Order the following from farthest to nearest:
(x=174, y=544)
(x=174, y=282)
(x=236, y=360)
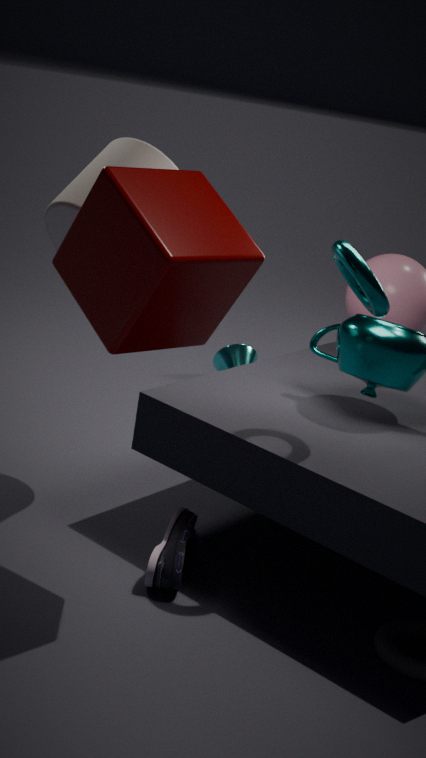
(x=236, y=360), (x=174, y=544), (x=174, y=282)
